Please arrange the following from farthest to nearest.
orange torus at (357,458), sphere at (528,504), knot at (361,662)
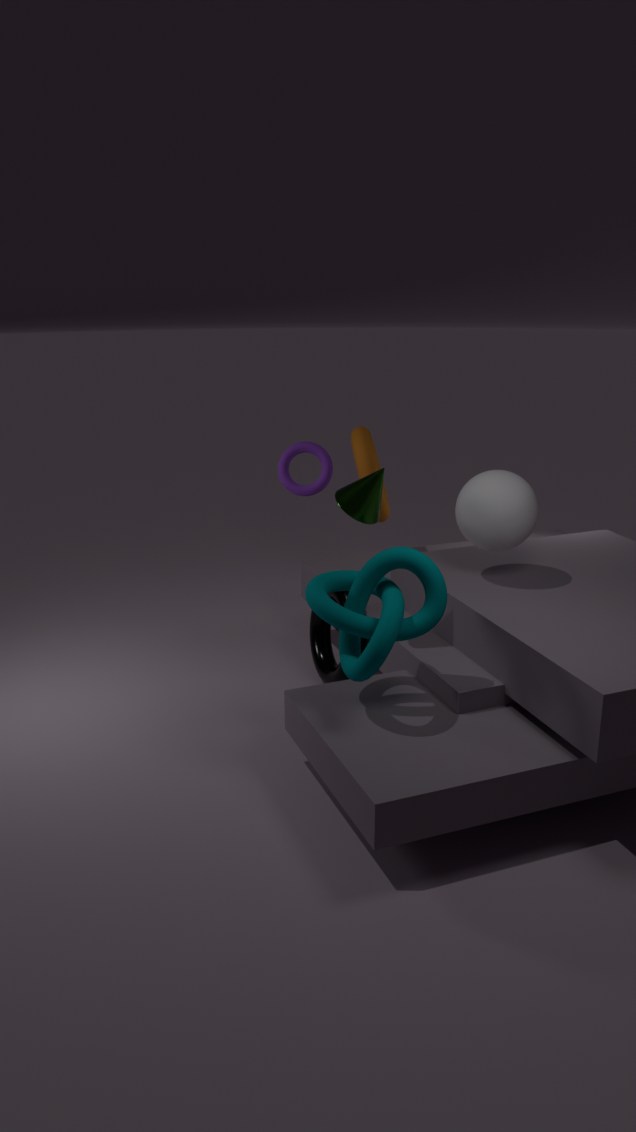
orange torus at (357,458) < sphere at (528,504) < knot at (361,662)
